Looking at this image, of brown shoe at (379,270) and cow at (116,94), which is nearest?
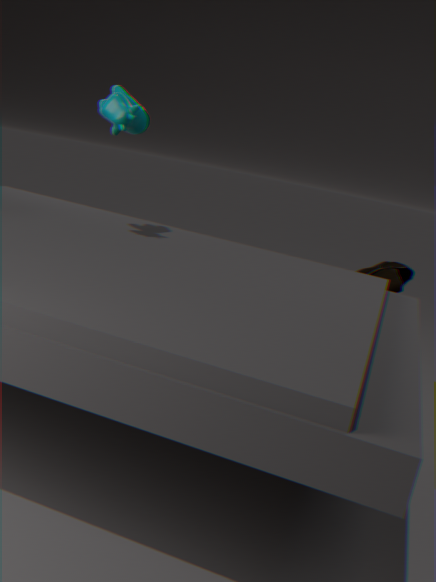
cow at (116,94)
